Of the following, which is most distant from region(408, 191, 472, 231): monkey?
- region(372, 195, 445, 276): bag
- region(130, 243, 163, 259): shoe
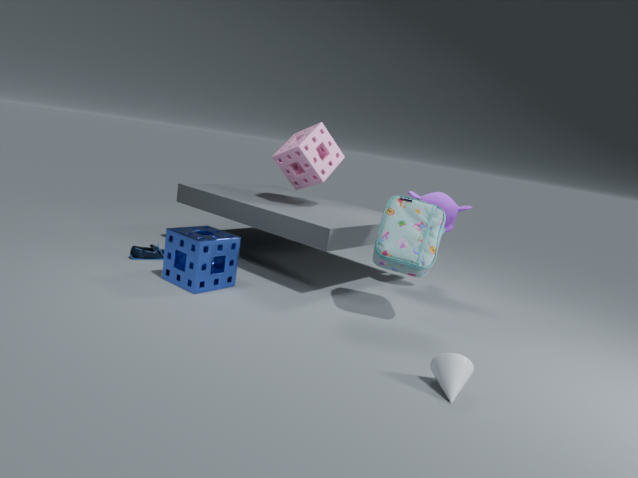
region(130, 243, 163, 259): shoe
